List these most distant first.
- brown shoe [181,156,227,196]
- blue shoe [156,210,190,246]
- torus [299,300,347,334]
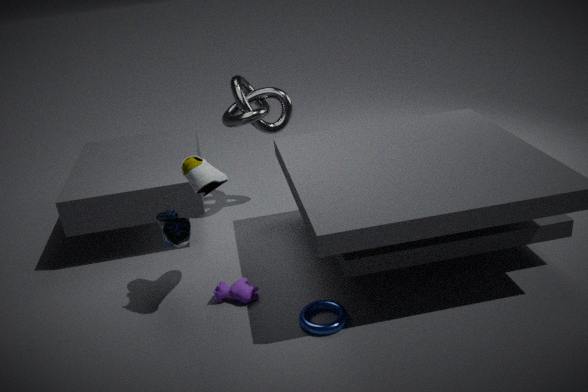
blue shoe [156,210,190,246], torus [299,300,347,334], brown shoe [181,156,227,196]
